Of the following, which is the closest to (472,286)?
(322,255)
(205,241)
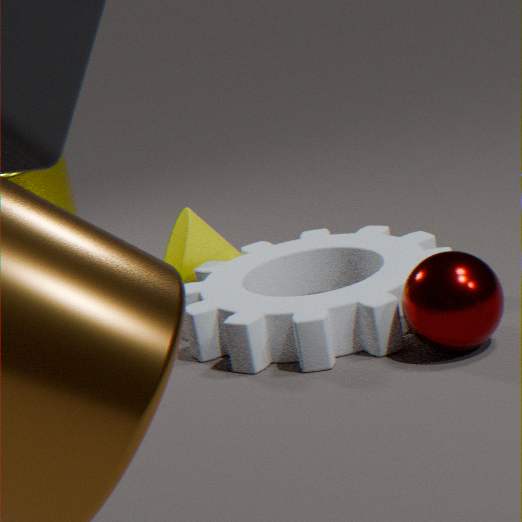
(322,255)
